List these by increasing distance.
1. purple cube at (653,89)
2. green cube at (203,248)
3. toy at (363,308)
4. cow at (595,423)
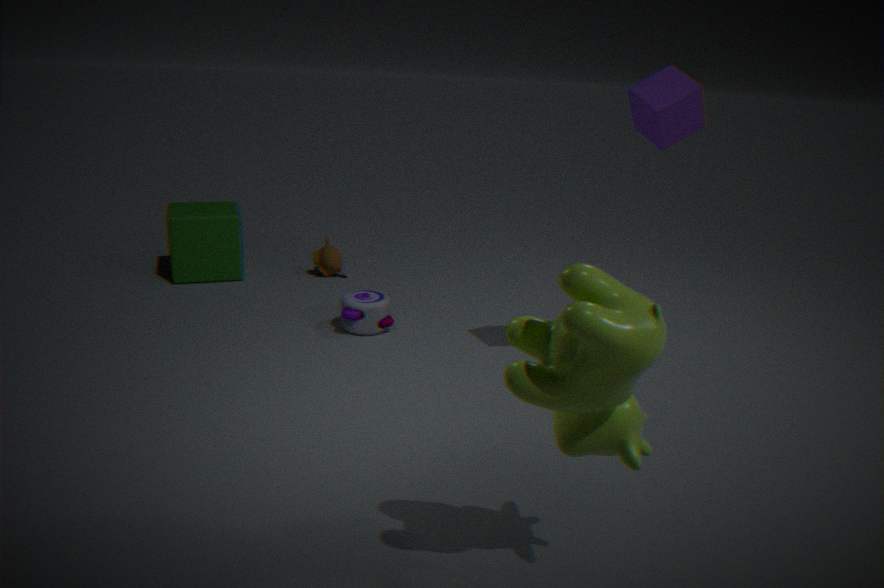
1. cow at (595,423)
2. purple cube at (653,89)
3. toy at (363,308)
4. green cube at (203,248)
